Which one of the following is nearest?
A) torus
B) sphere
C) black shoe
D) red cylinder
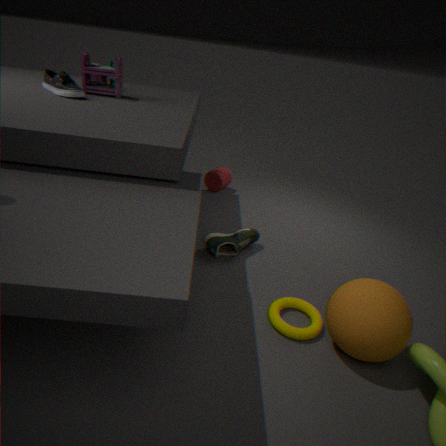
sphere
